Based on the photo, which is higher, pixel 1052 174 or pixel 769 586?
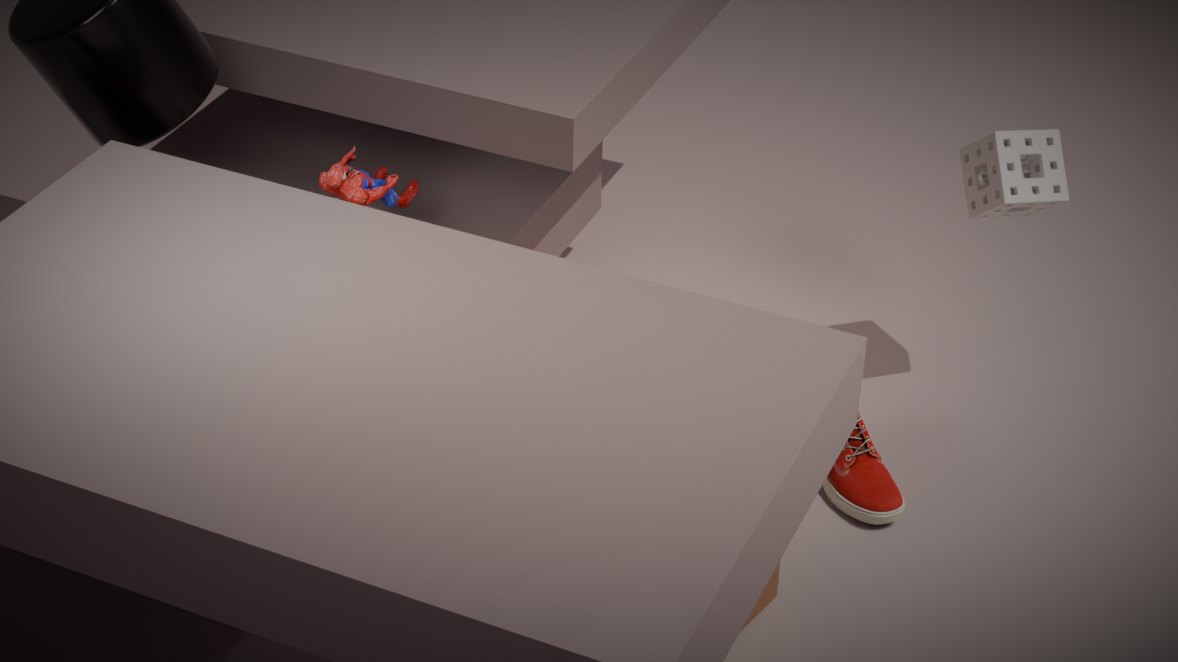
pixel 1052 174
